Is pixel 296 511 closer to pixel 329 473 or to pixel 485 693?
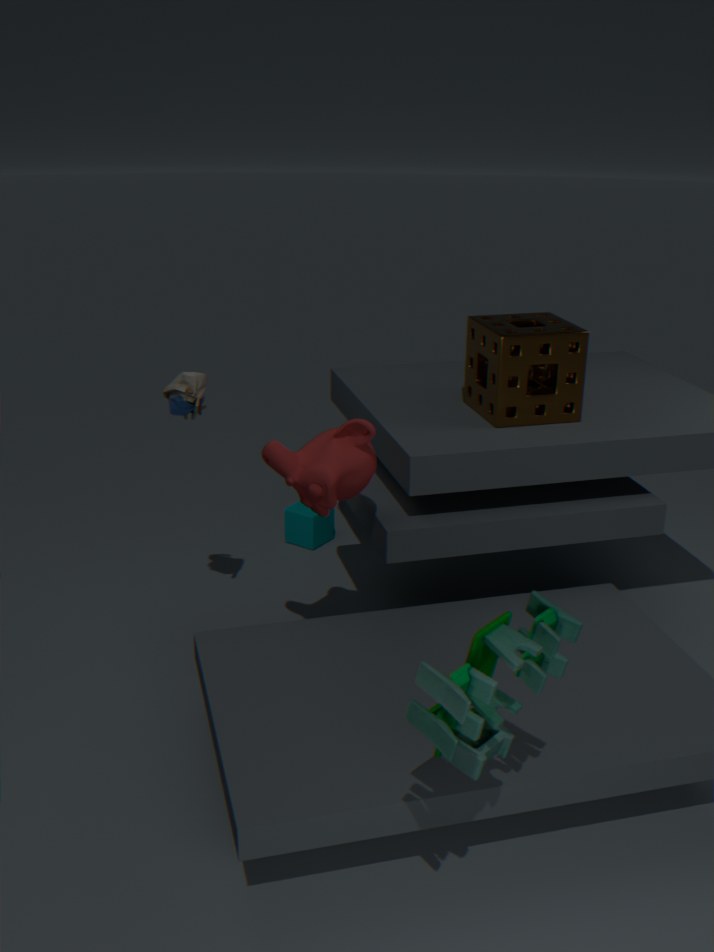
pixel 329 473
